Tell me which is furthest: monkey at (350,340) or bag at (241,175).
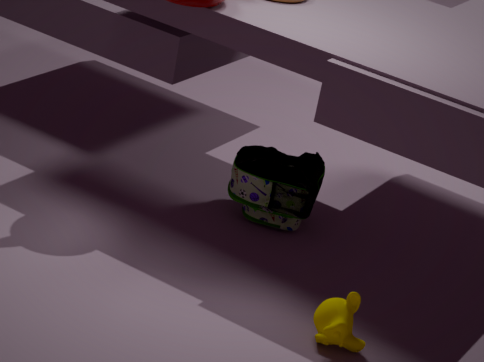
bag at (241,175)
